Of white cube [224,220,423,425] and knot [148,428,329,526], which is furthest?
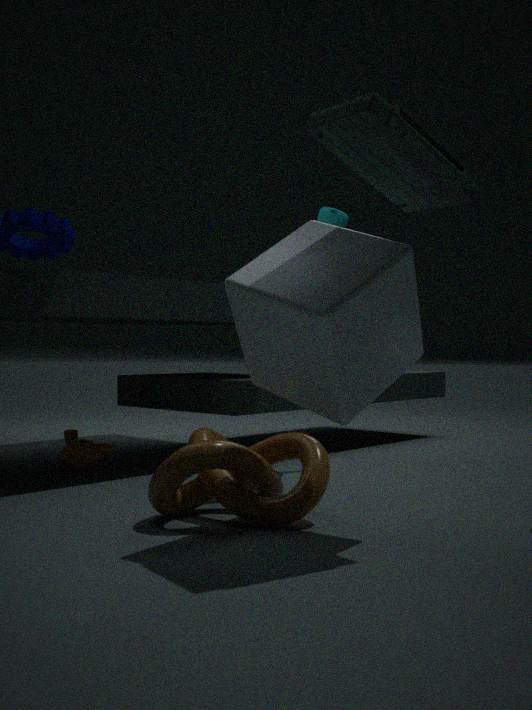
knot [148,428,329,526]
